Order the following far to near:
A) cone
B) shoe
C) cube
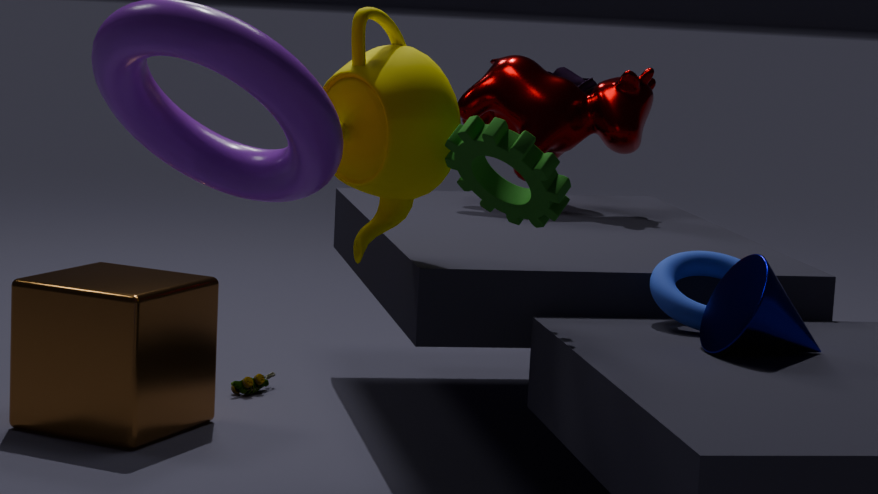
1. shoe
2. cube
3. cone
